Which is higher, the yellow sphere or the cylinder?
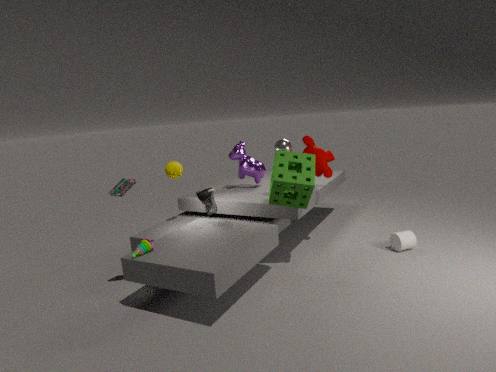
the yellow sphere
